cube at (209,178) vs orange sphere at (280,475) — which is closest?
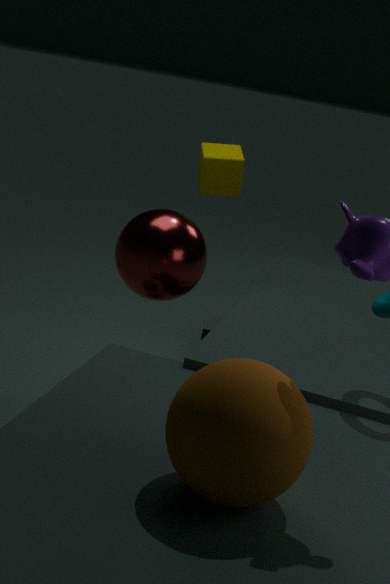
orange sphere at (280,475)
